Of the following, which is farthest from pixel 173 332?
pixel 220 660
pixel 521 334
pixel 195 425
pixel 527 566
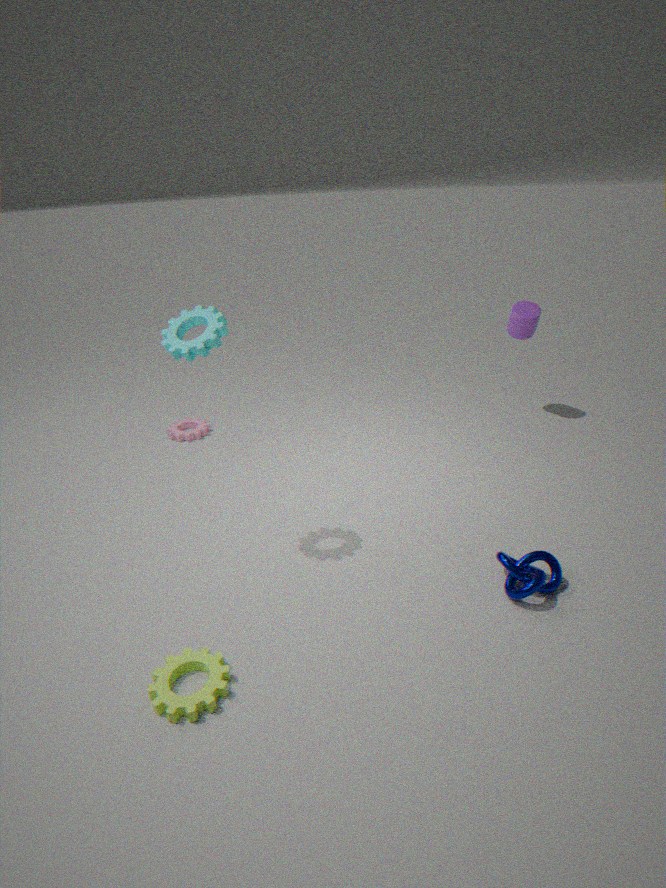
pixel 521 334
